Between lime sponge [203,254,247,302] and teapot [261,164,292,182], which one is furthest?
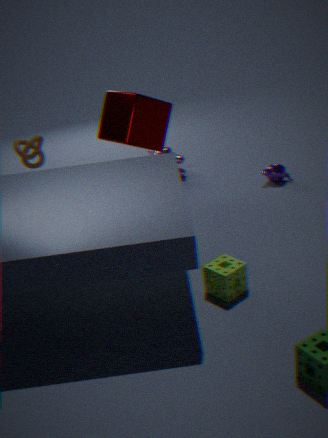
teapot [261,164,292,182]
